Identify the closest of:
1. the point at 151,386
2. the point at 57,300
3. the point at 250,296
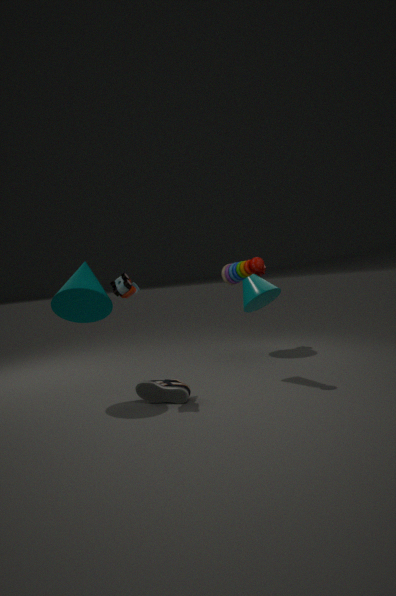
the point at 57,300
